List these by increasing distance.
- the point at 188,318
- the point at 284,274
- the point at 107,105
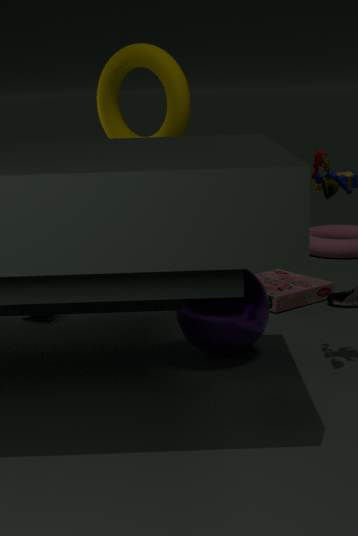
the point at 188,318, the point at 107,105, the point at 284,274
